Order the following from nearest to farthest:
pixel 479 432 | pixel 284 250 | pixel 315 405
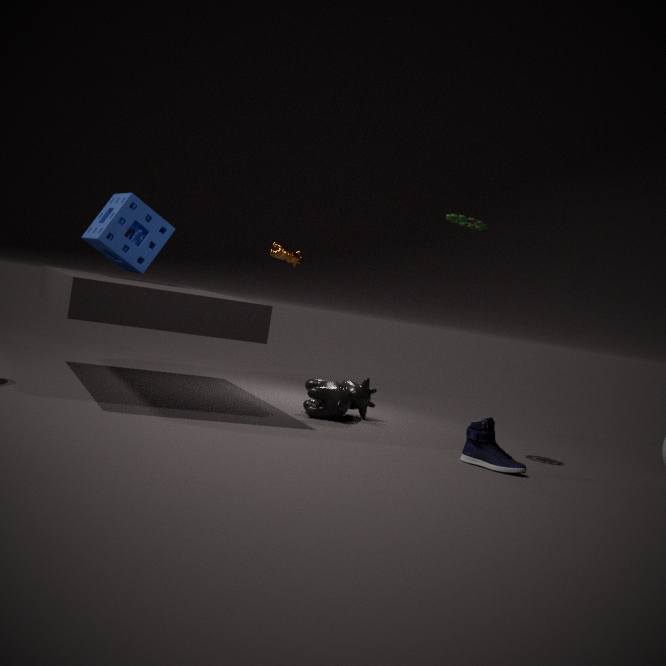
pixel 479 432 < pixel 315 405 < pixel 284 250
